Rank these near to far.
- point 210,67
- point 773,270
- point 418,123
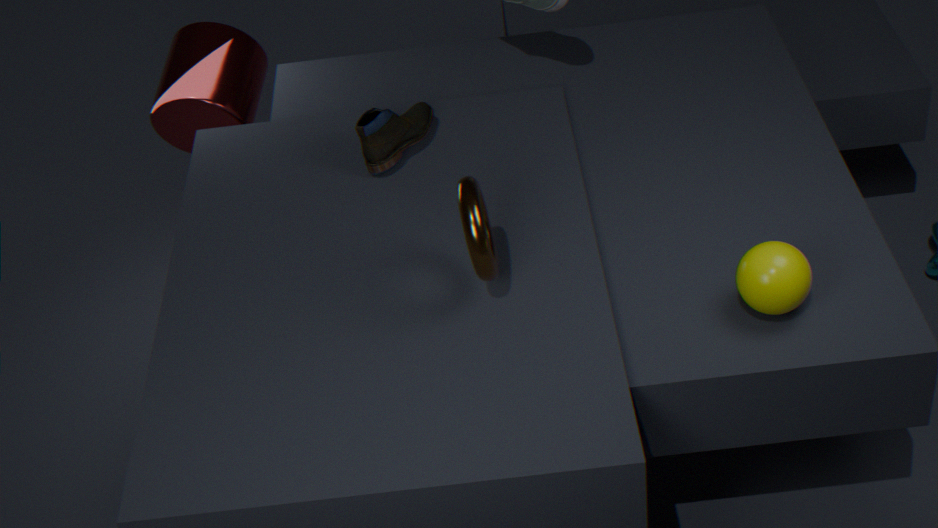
point 773,270, point 418,123, point 210,67
